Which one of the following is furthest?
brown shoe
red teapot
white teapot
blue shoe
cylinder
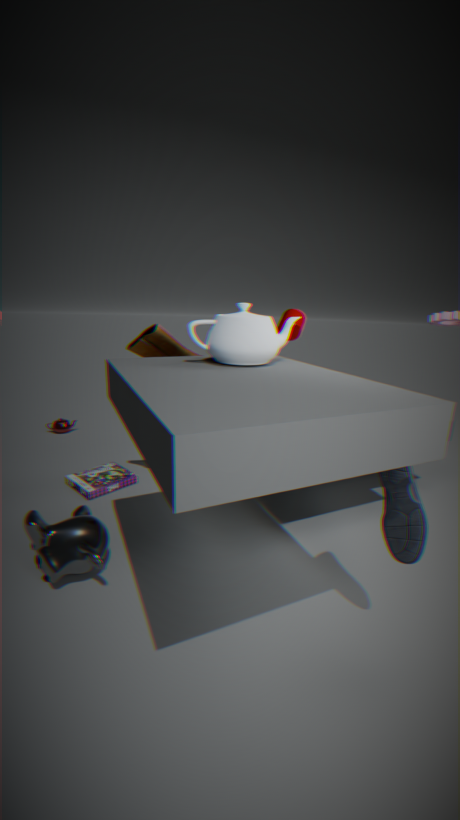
red teapot
